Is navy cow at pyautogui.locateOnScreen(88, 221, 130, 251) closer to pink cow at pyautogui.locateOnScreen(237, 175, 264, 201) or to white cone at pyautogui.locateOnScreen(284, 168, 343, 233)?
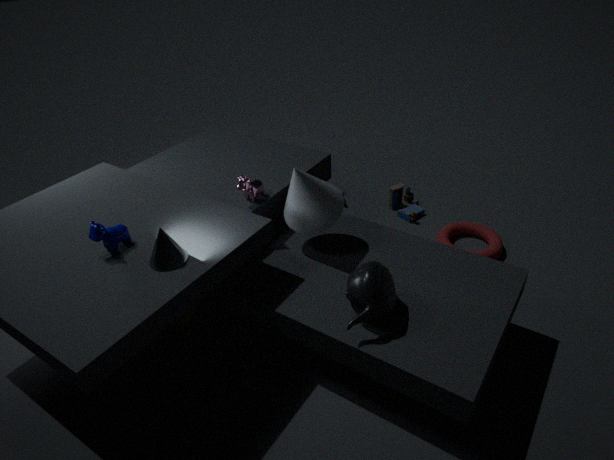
pink cow at pyautogui.locateOnScreen(237, 175, 264, 201)
